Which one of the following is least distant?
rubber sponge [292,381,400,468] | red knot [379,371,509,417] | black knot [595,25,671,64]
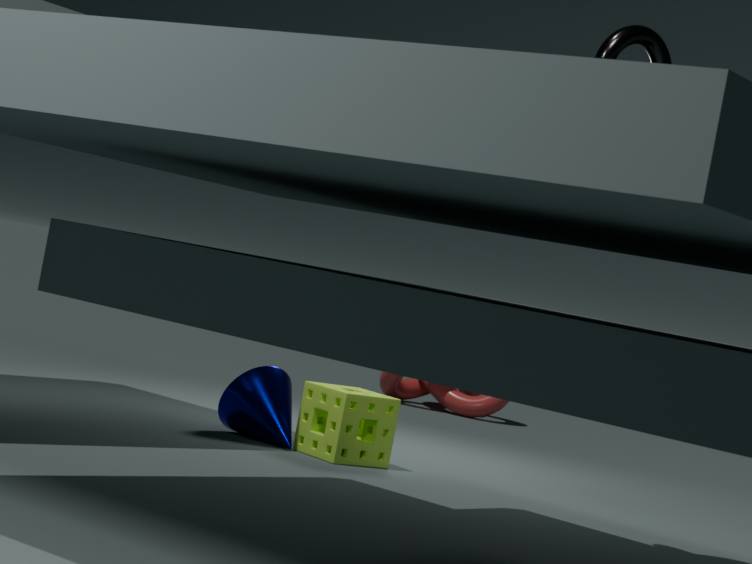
black knot [595,25,671,64]
